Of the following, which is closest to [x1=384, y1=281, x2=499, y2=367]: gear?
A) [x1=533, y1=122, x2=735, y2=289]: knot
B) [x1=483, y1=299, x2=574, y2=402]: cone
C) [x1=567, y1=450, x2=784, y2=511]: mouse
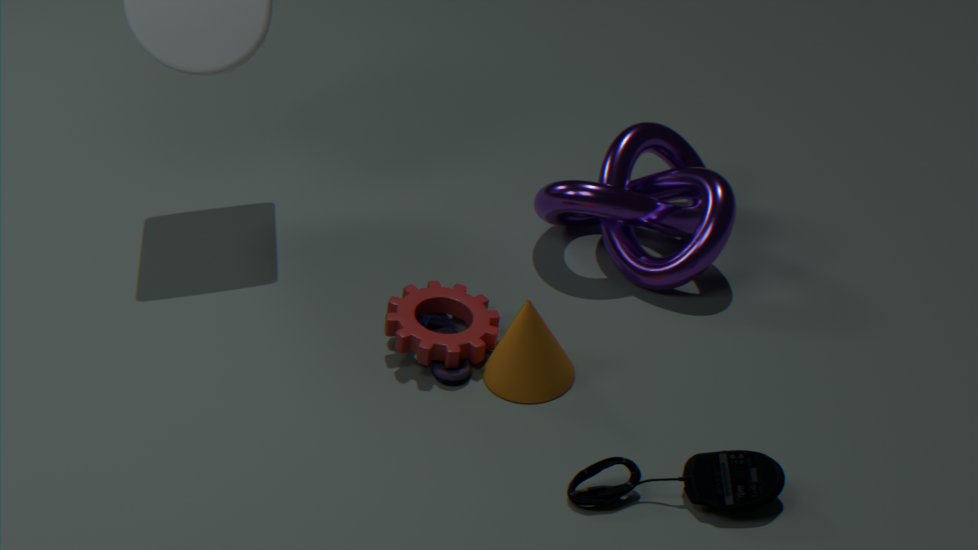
[x1=483, y1=299, x2=574, y2=402]: cone
